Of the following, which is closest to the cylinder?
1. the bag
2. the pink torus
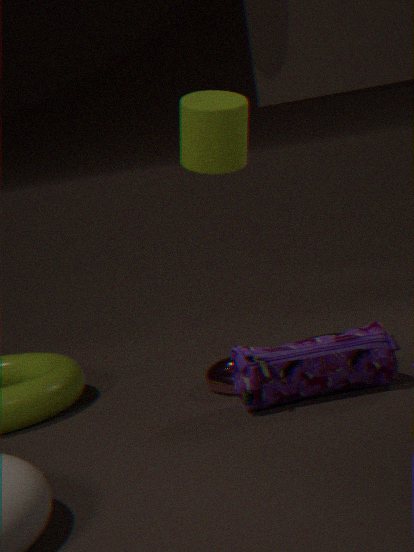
the pink torus
